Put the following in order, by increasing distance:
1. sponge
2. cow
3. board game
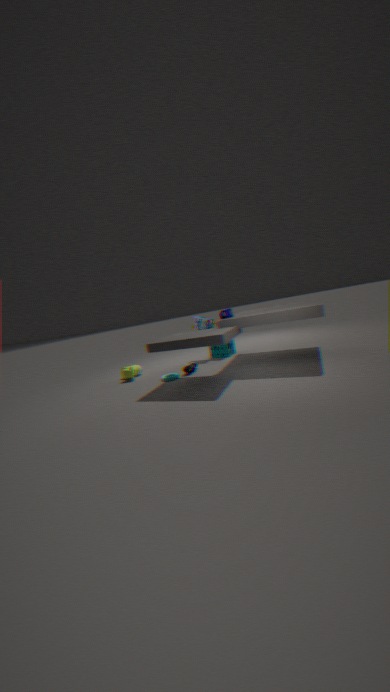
cow < sponge < board game
